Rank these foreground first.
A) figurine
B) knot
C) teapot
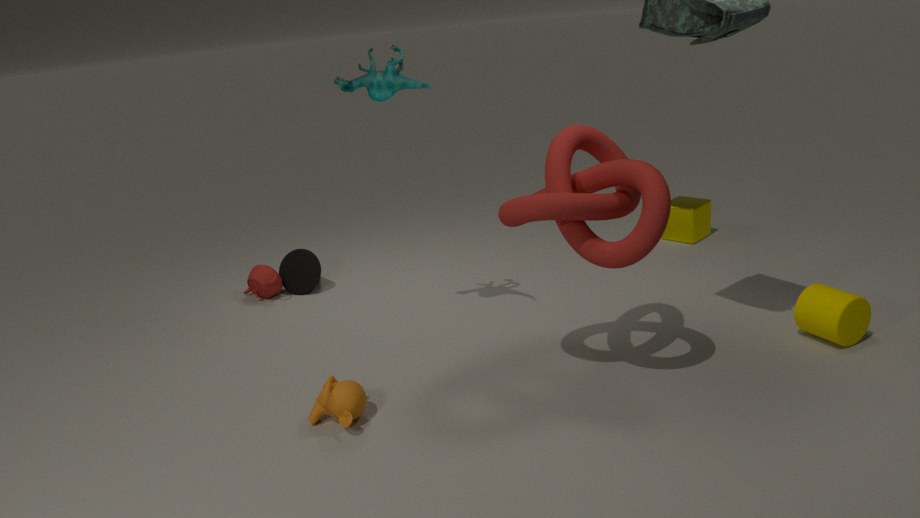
knot
figurine
teapot
